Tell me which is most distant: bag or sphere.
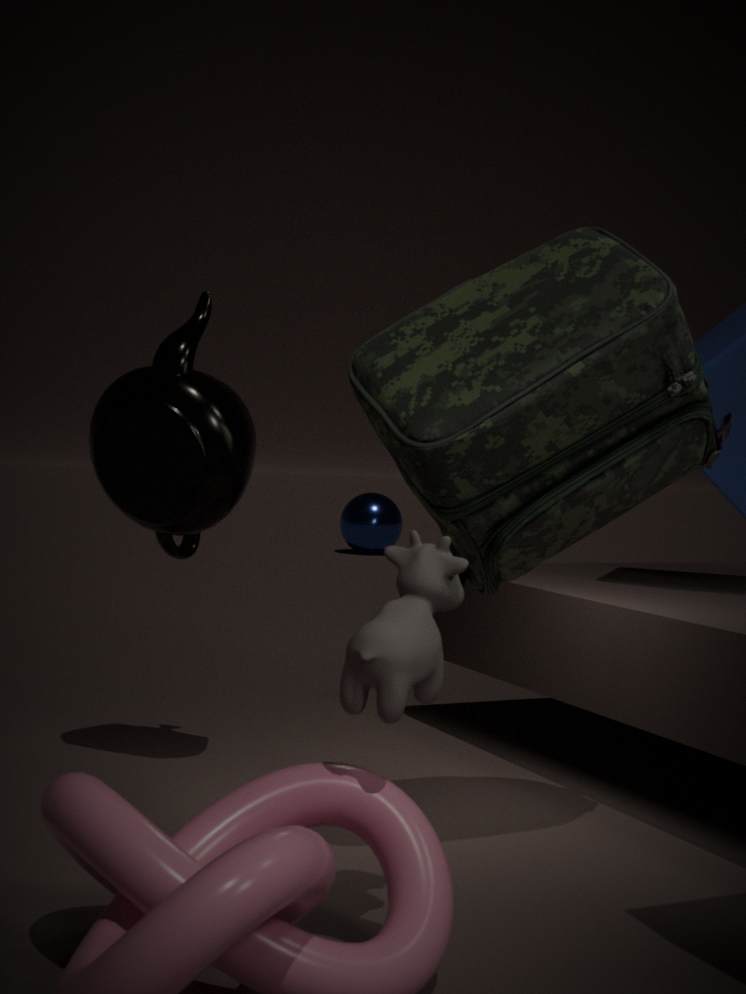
sphere
